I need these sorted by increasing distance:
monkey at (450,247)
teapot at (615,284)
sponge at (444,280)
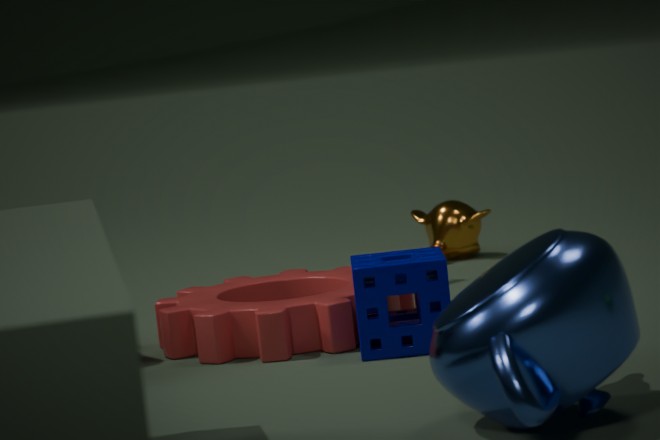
teapot at (615,284), sponge at (444,280), monkey at (450,247)
